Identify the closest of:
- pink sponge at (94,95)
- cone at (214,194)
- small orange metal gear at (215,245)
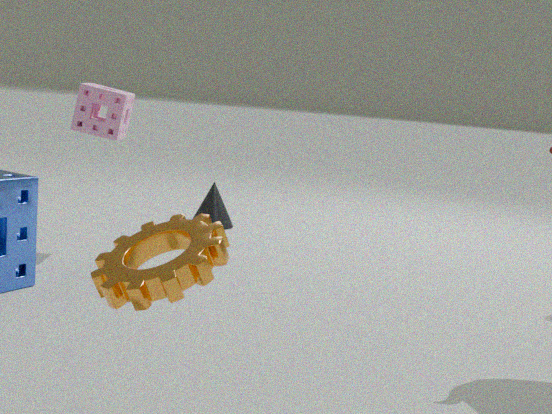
small orange metal gear at (215,245)
